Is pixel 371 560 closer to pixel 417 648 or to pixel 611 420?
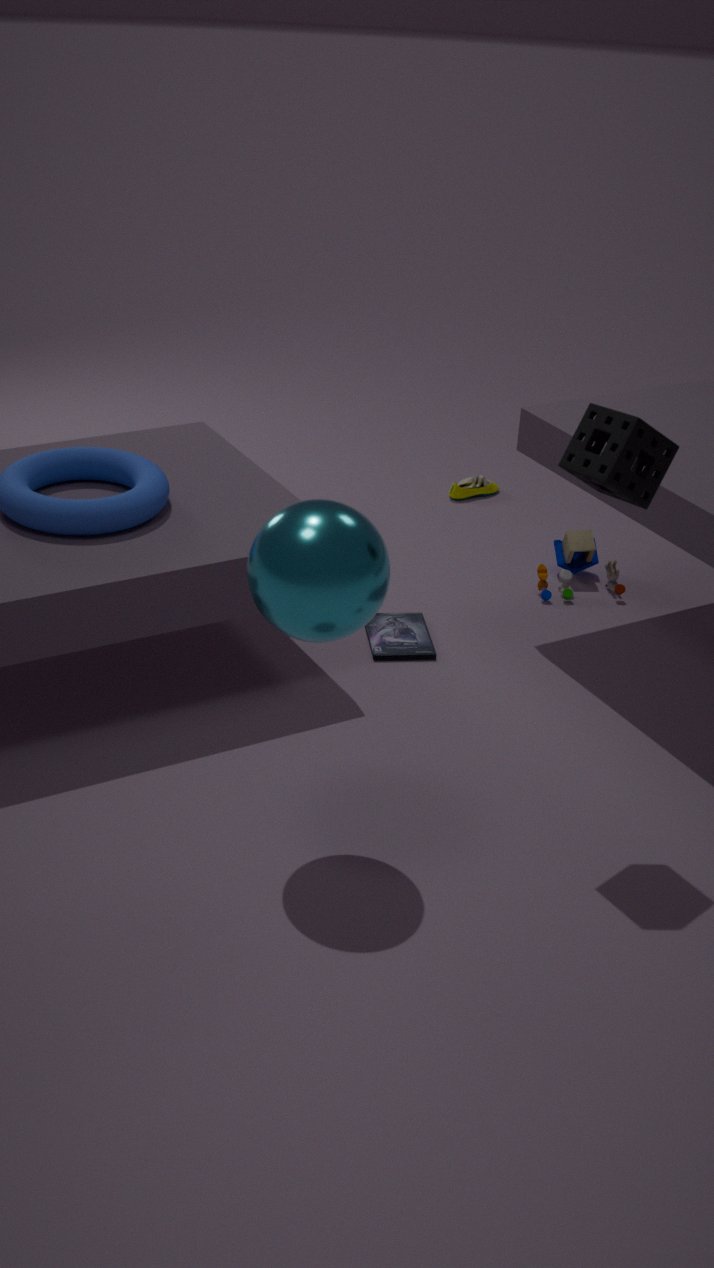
pixel 611 420
